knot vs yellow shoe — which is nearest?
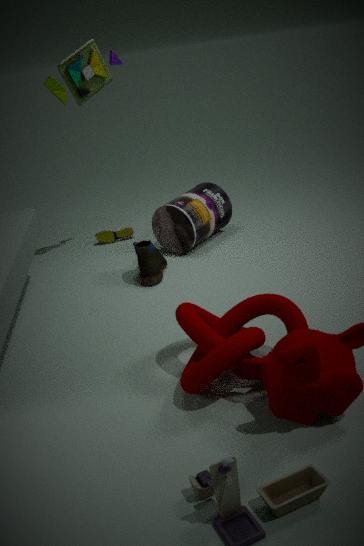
knot
